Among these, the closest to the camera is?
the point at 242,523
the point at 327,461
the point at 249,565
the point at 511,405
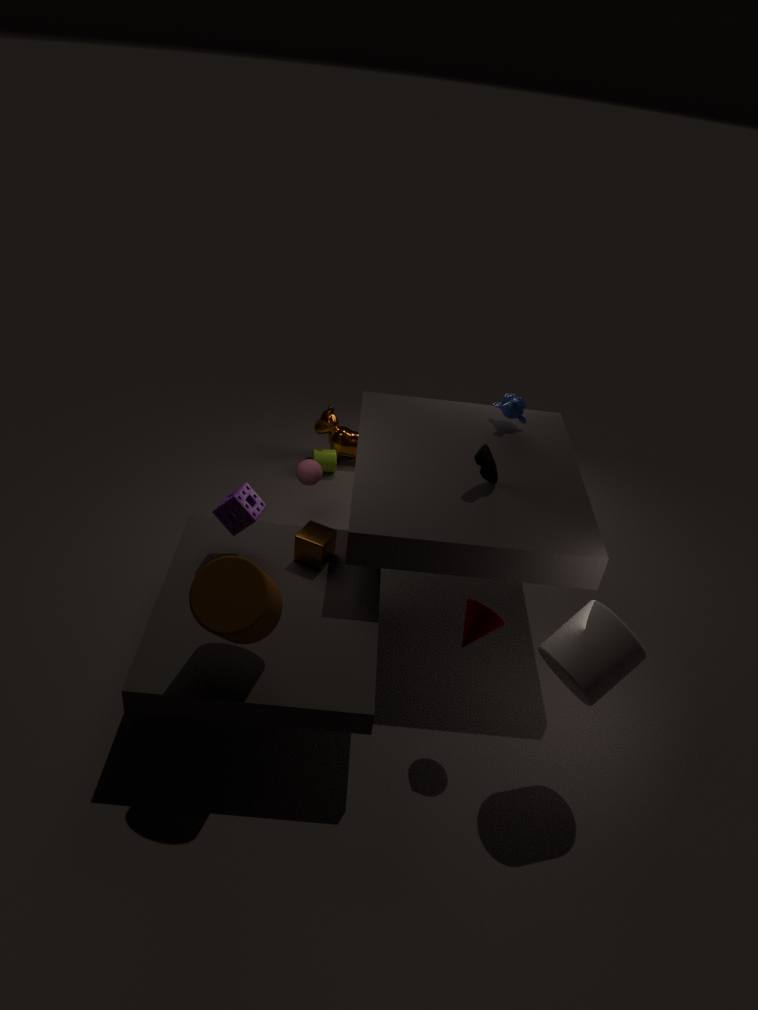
the point at 249,565
